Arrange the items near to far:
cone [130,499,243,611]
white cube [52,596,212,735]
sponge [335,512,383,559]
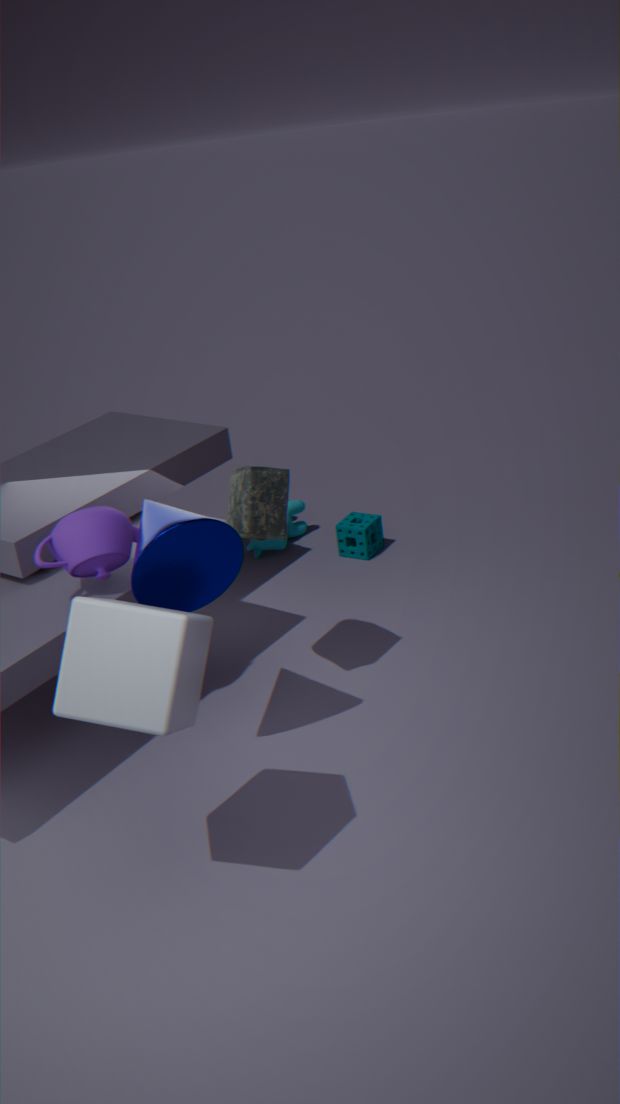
white cube [52,596,212,735], cone [130,499,243,611], sponge [335,512,383,559]
